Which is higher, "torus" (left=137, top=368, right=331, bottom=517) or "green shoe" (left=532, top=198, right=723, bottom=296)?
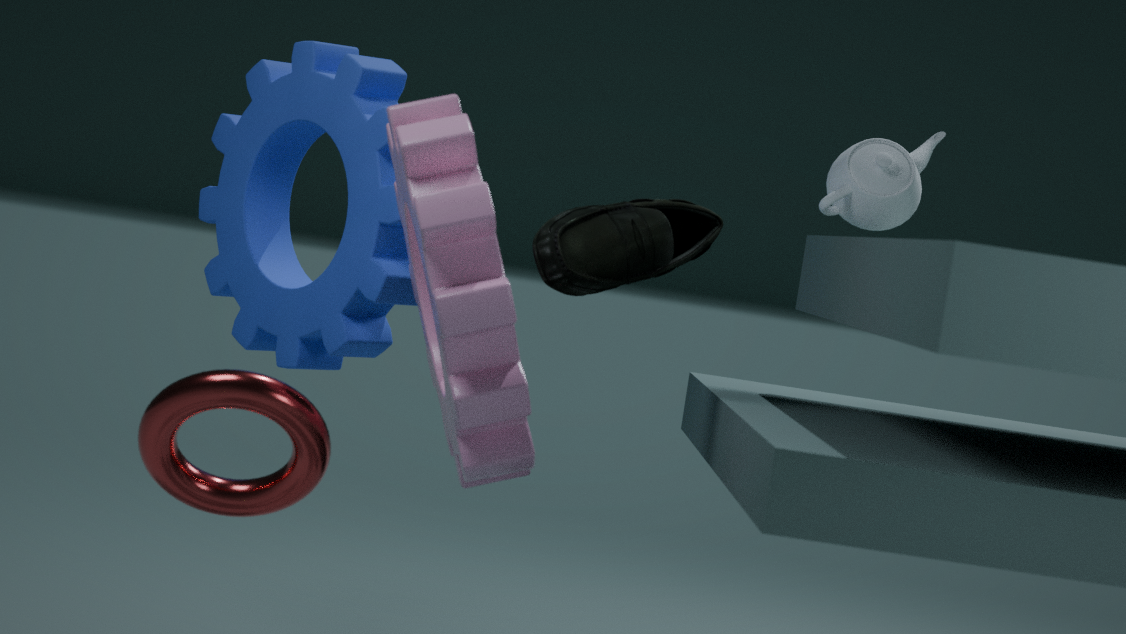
"green shoe" (left=532, top=198, right=723, bottom=296)
